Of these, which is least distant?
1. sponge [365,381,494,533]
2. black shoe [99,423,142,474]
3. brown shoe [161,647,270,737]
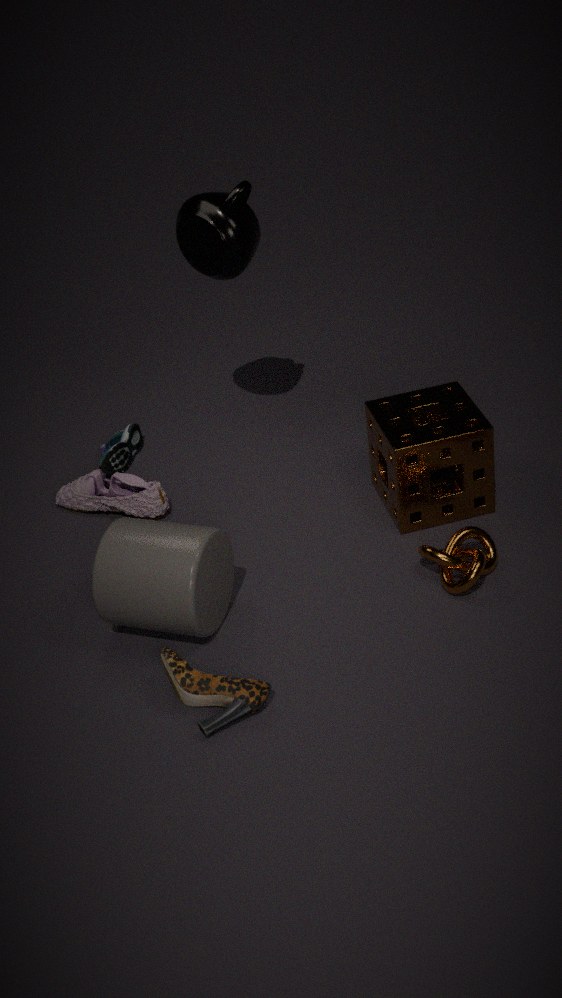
brown shoe [161,647,270,737]
